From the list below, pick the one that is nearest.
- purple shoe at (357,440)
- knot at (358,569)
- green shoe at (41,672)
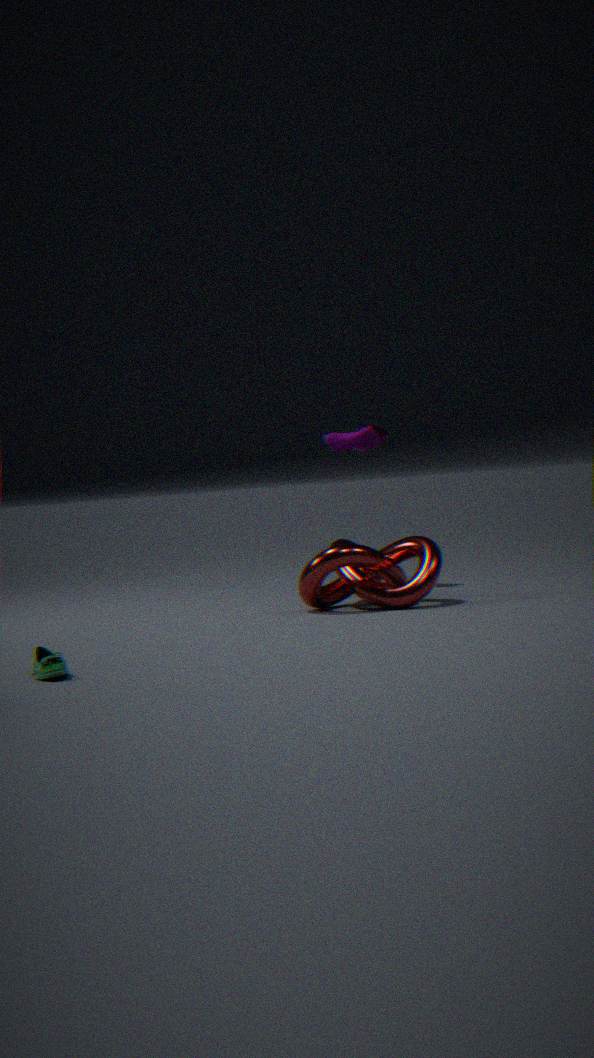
green shoe at (41,672)
